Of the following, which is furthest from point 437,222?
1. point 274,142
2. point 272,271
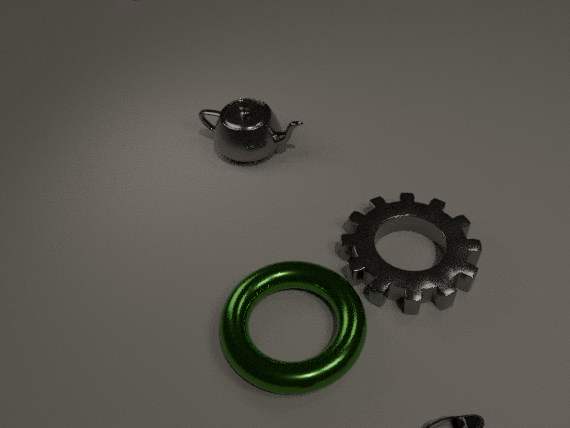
point 274,142
